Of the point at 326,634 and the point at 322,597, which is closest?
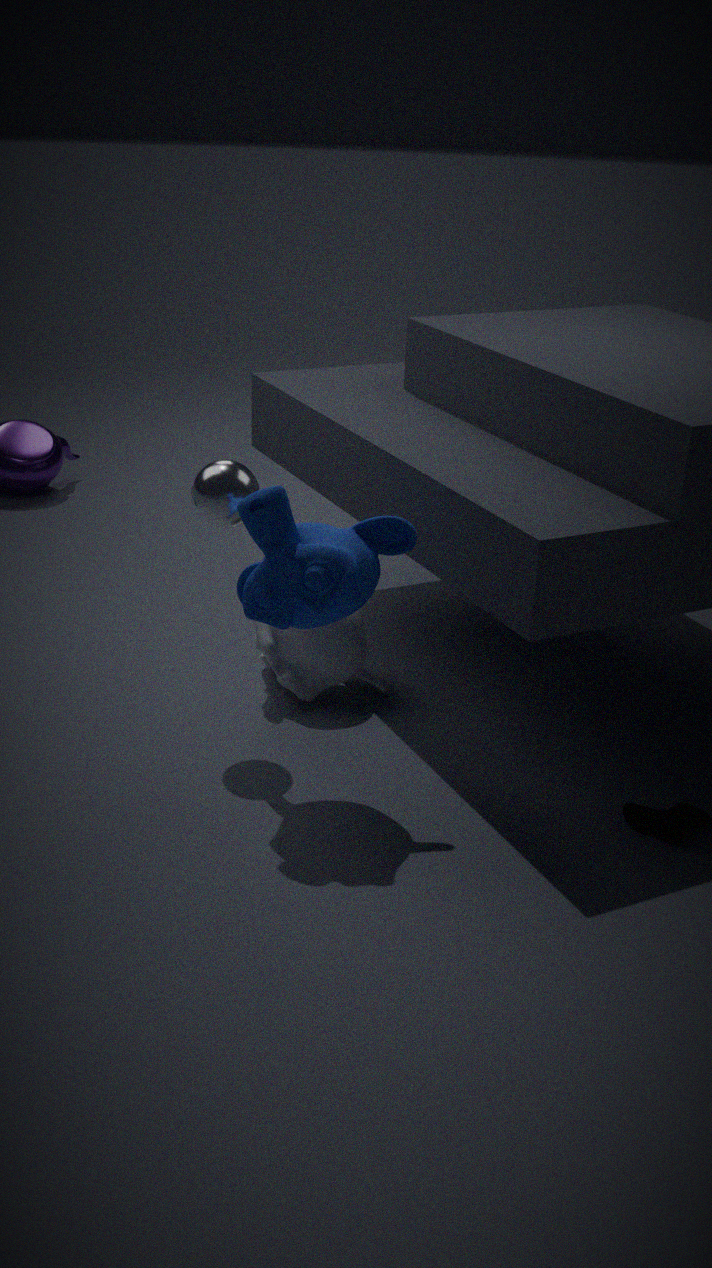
the point at 322,597
